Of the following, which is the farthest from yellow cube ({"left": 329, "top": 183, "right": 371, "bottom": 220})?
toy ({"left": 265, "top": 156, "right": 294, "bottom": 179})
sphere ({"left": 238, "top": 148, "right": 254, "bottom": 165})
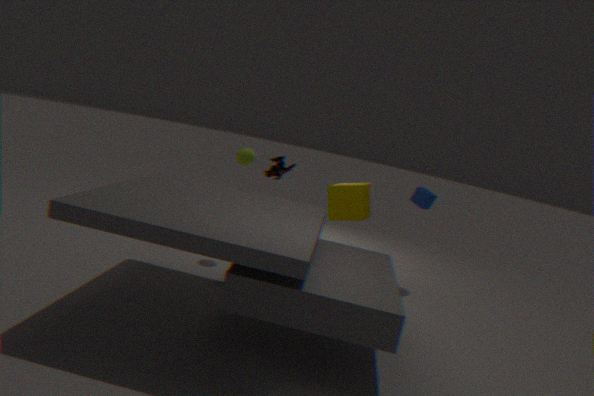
sphere ({"left": 238, "top": 148, "right": 254, "bottom": 165})
